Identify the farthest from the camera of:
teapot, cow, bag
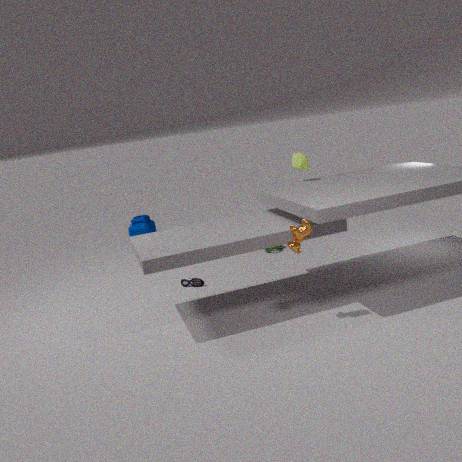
bag
